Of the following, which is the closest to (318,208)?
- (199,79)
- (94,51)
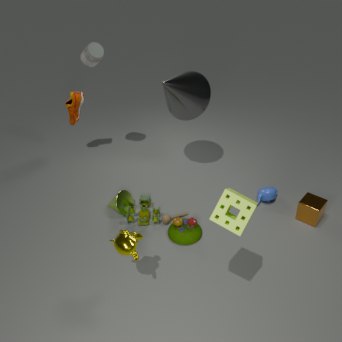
(199,79)
